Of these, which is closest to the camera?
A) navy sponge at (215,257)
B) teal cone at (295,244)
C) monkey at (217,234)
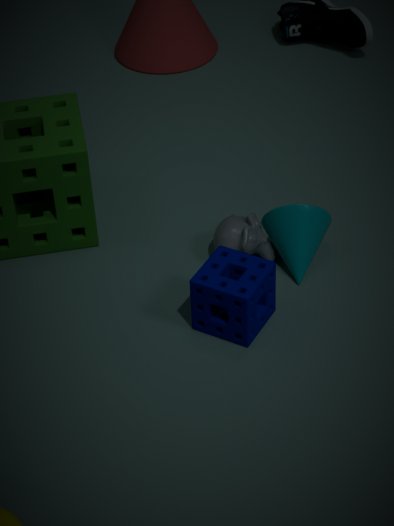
navy sponge at (215,257)
